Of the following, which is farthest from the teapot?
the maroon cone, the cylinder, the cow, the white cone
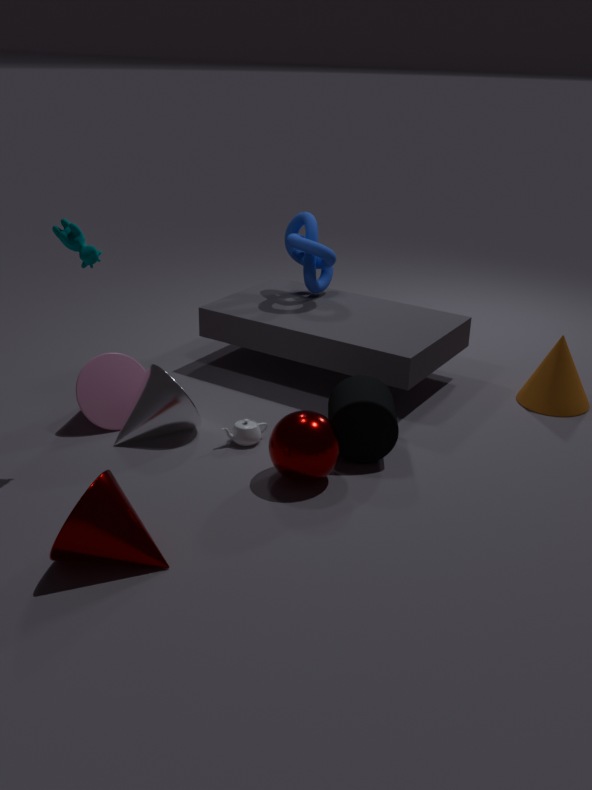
the cow
